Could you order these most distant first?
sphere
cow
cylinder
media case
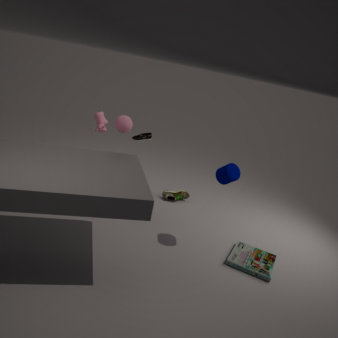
cow, sphere, media case, cylinder
